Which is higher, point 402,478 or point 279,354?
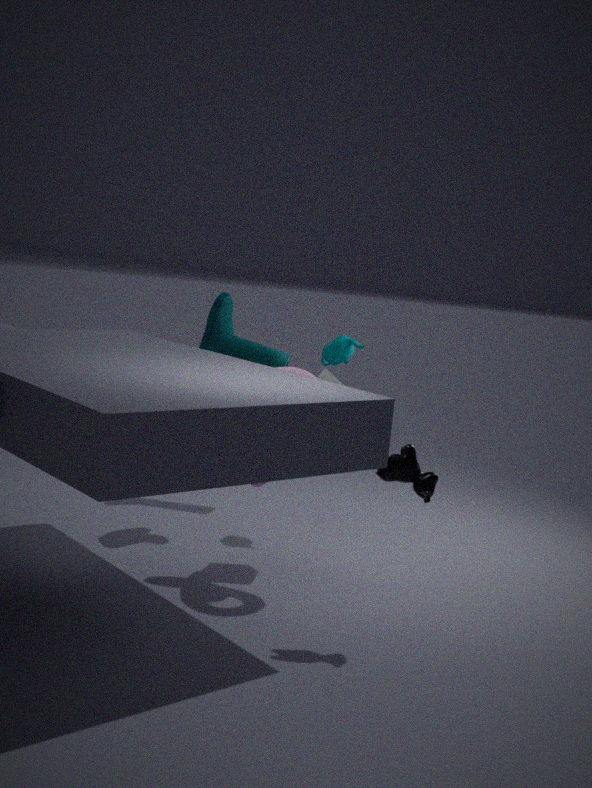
point 279,354
